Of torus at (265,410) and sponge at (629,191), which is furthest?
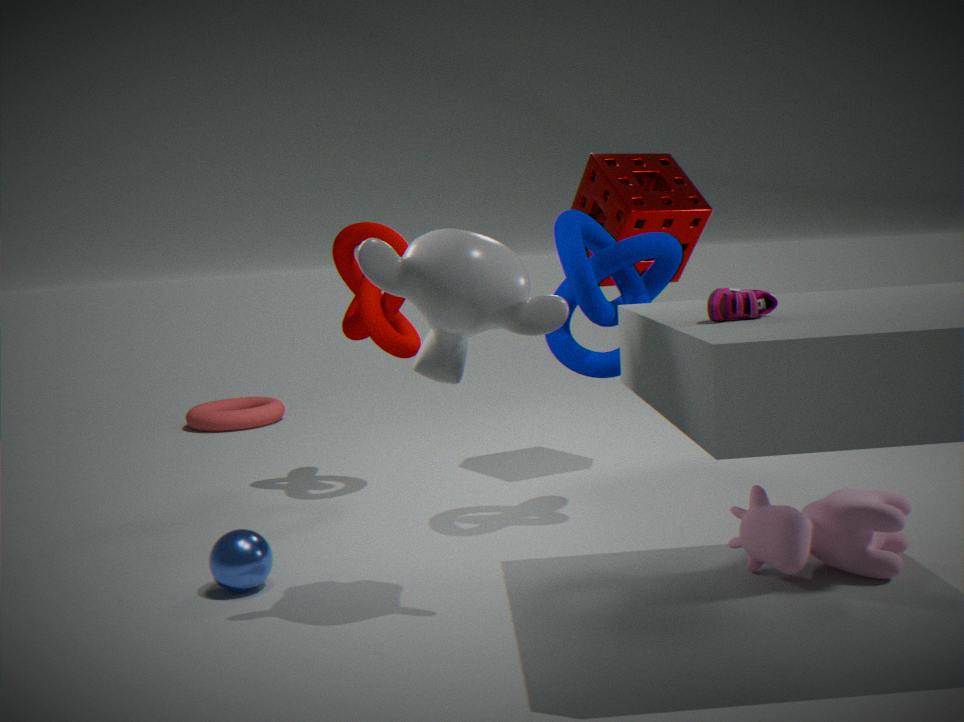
torus at (265,410)
